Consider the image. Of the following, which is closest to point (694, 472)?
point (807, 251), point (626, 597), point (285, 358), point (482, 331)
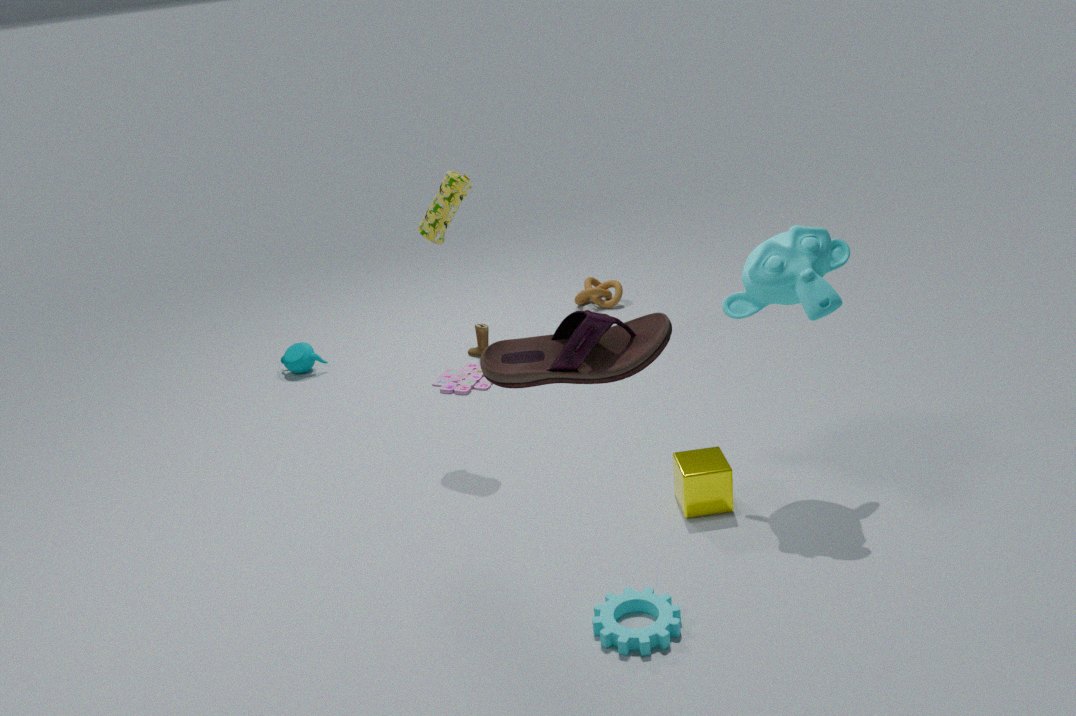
point (626, 597)
